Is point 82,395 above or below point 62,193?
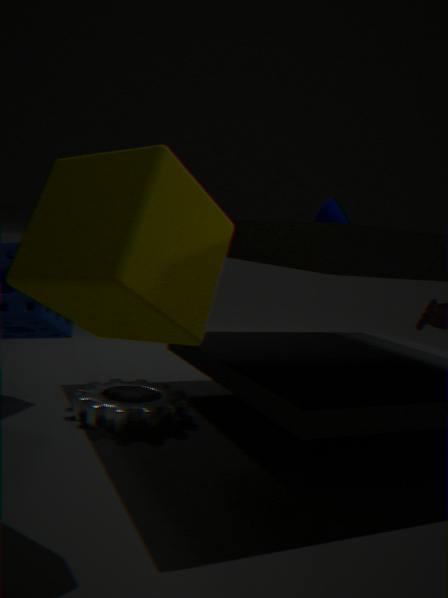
below
